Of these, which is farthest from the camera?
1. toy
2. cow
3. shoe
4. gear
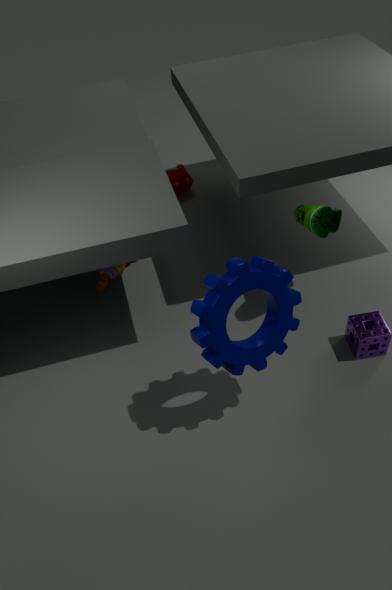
cow
